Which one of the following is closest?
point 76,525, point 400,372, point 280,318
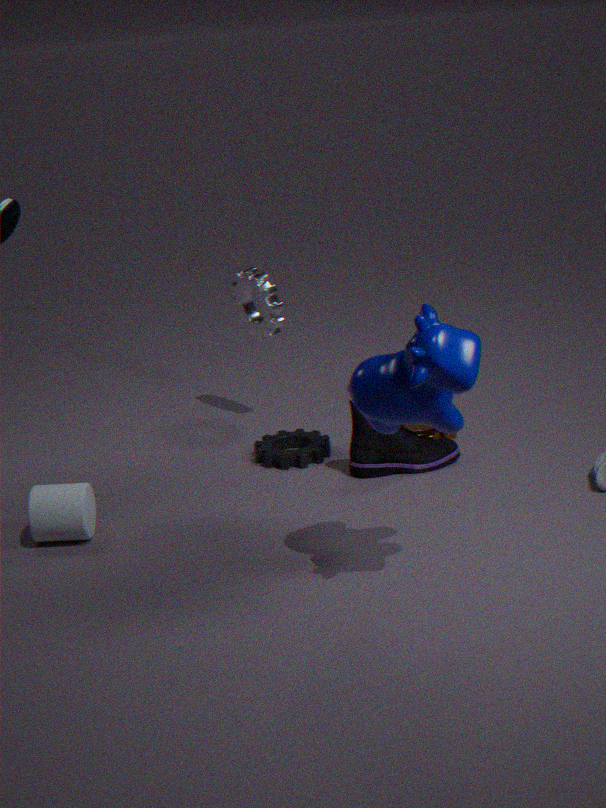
point 400,372
